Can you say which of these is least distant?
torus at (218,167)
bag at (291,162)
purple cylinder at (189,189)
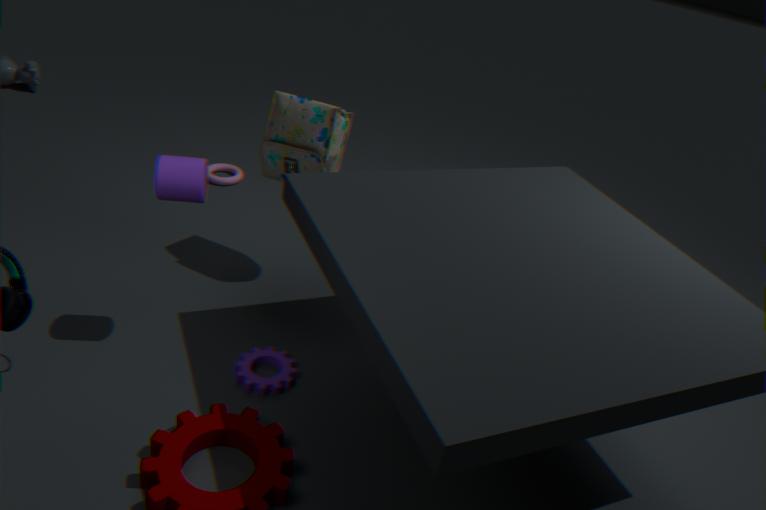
purple cylinder at (189,189)
